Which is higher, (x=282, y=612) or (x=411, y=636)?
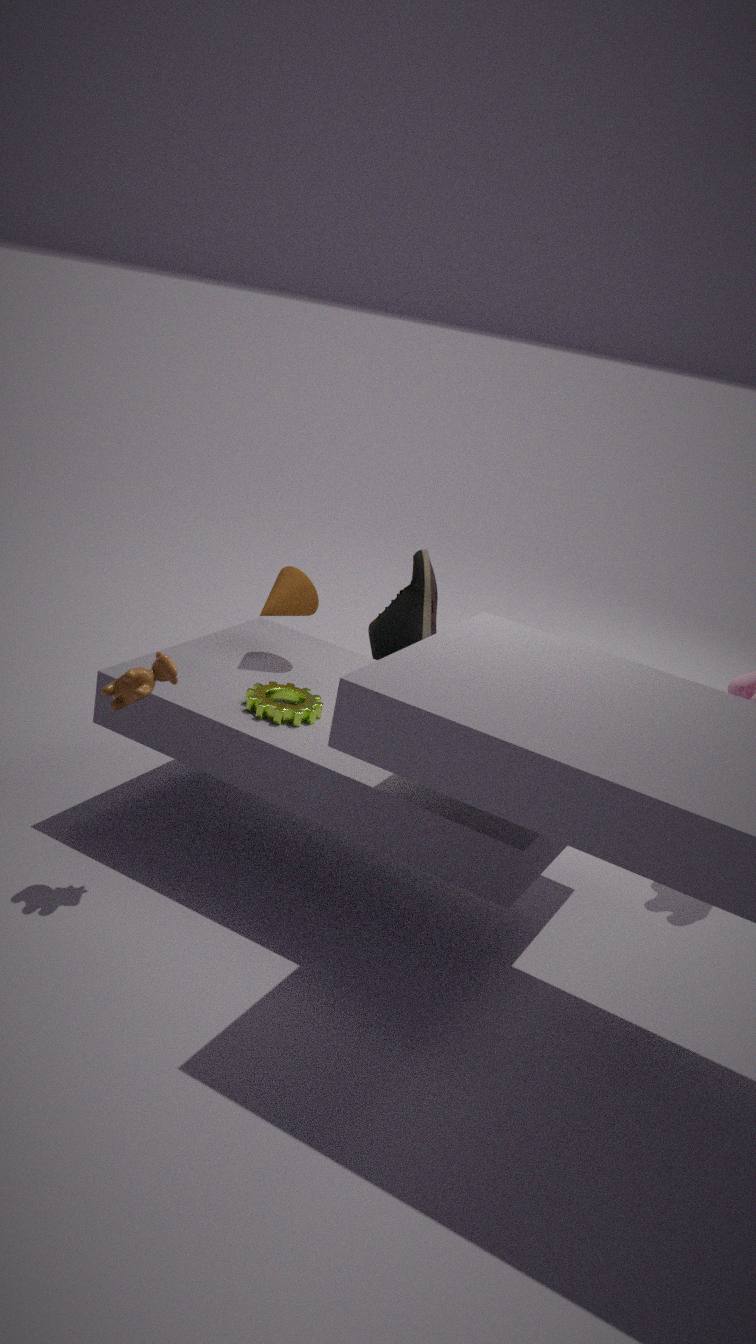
(x=282, y=612)
